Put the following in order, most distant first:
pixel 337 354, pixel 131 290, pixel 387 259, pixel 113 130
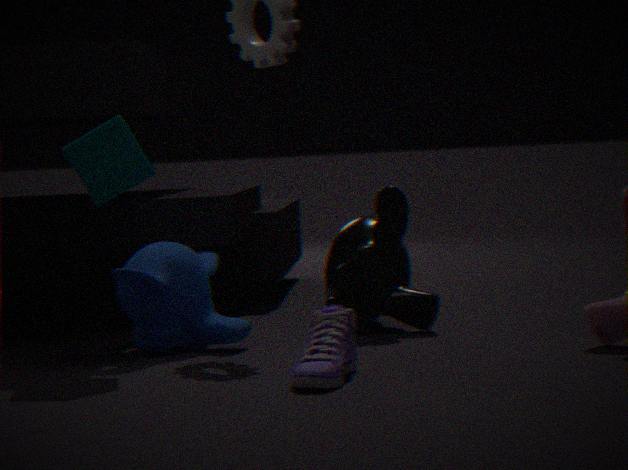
pixel 387 259
pixel 131 290
pixel 113 130
pixel 337 354
